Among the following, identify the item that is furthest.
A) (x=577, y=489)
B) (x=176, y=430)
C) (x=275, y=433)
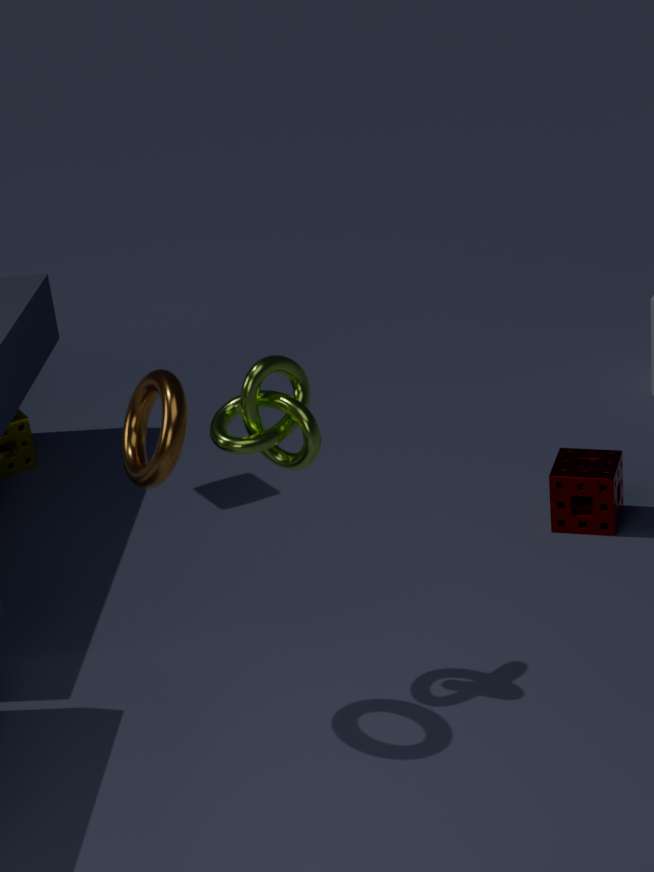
(x=577, y=489)
